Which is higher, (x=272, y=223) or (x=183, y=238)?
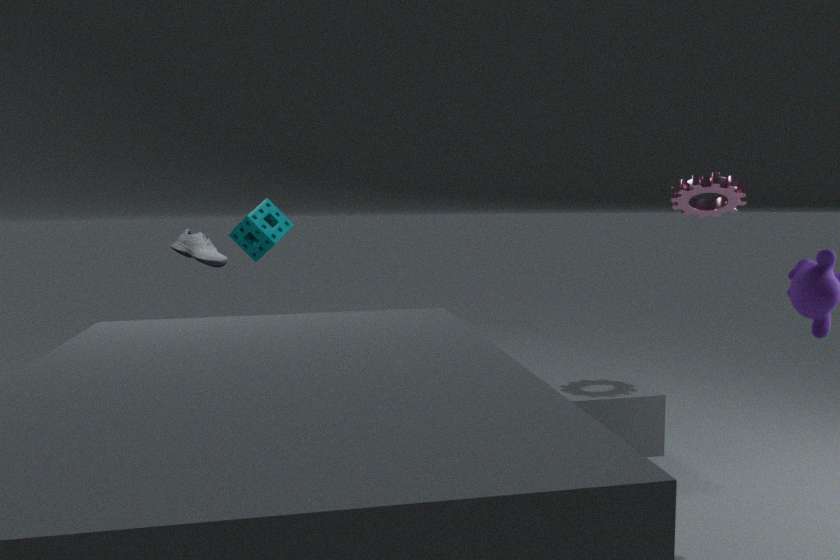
(x=272, y=223)
